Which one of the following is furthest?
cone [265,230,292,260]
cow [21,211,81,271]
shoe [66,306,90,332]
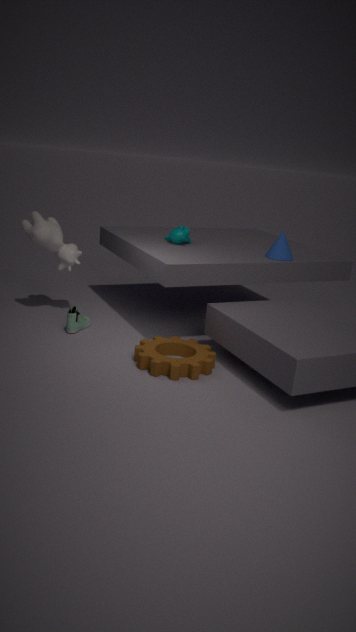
cone [265,230,292,260]
